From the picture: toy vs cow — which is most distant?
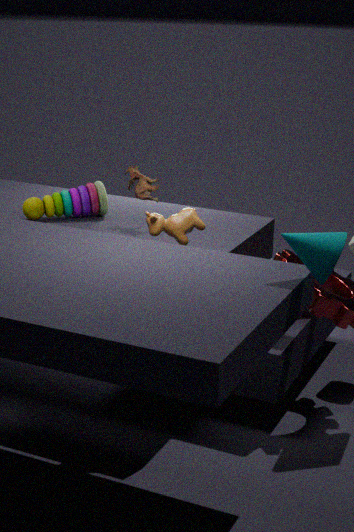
toy
